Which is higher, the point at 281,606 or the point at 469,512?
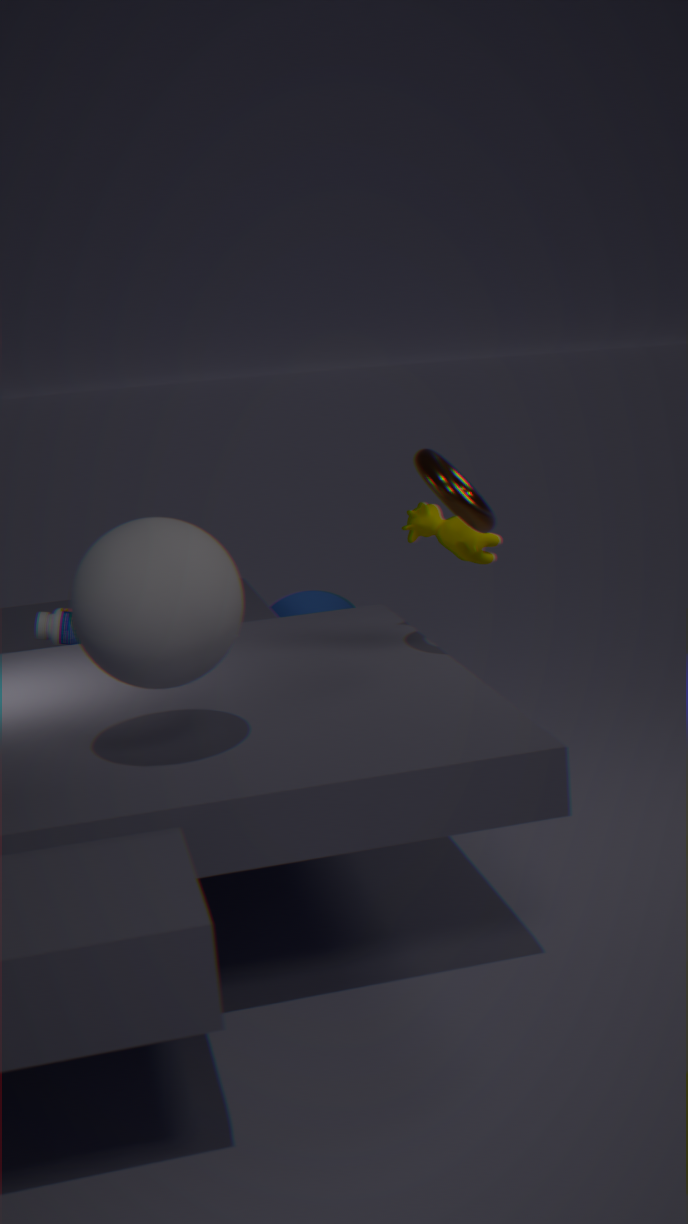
the point at 469,512
